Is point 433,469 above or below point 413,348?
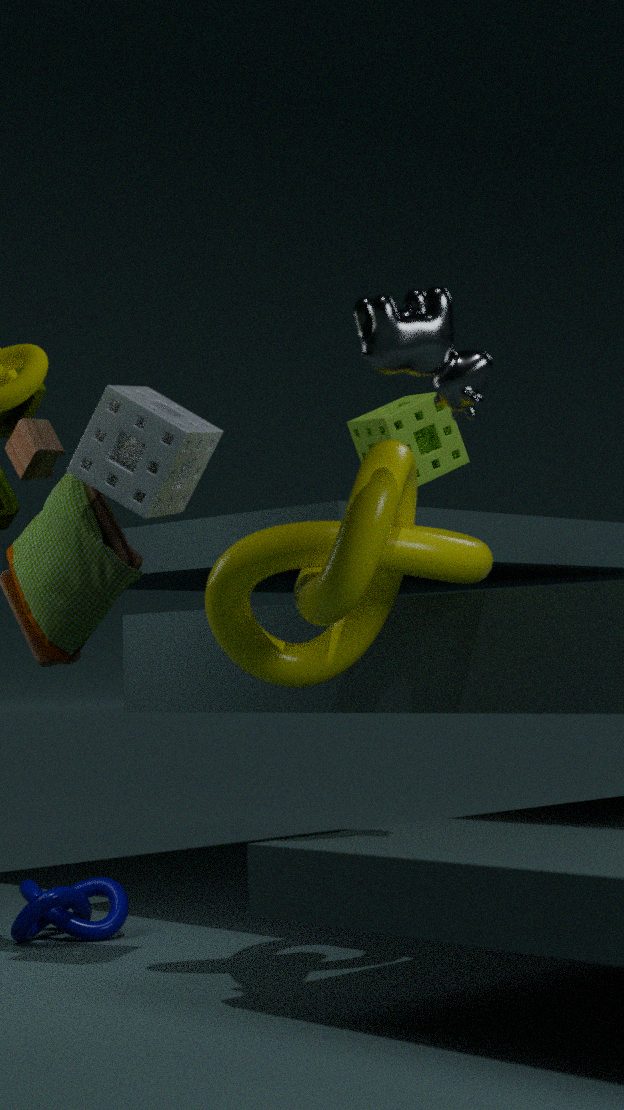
above
